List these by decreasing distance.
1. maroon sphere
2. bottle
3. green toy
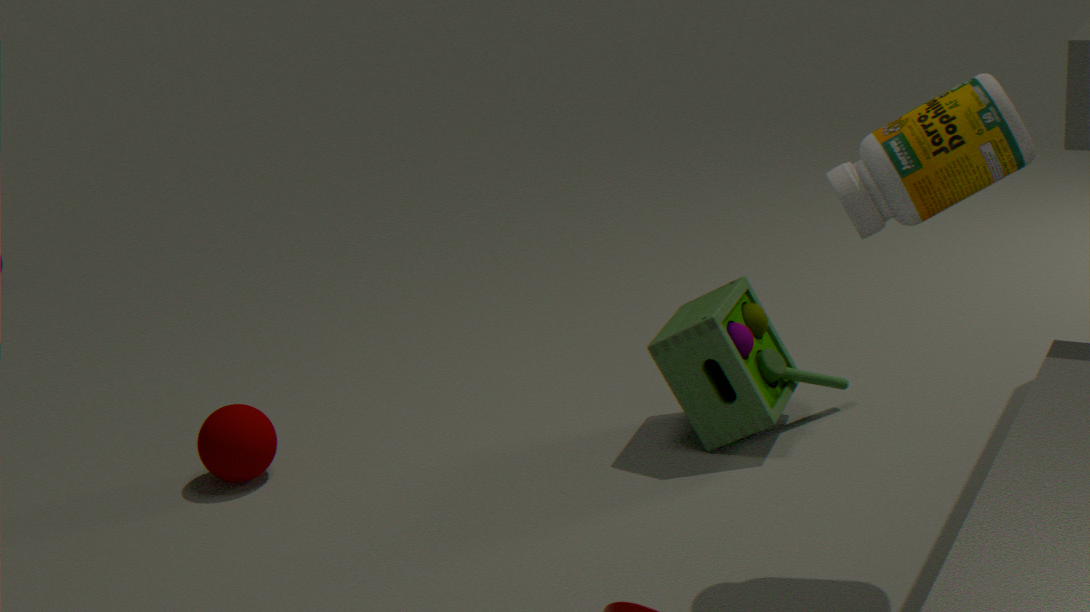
maroon sphere → green toy → bottle
